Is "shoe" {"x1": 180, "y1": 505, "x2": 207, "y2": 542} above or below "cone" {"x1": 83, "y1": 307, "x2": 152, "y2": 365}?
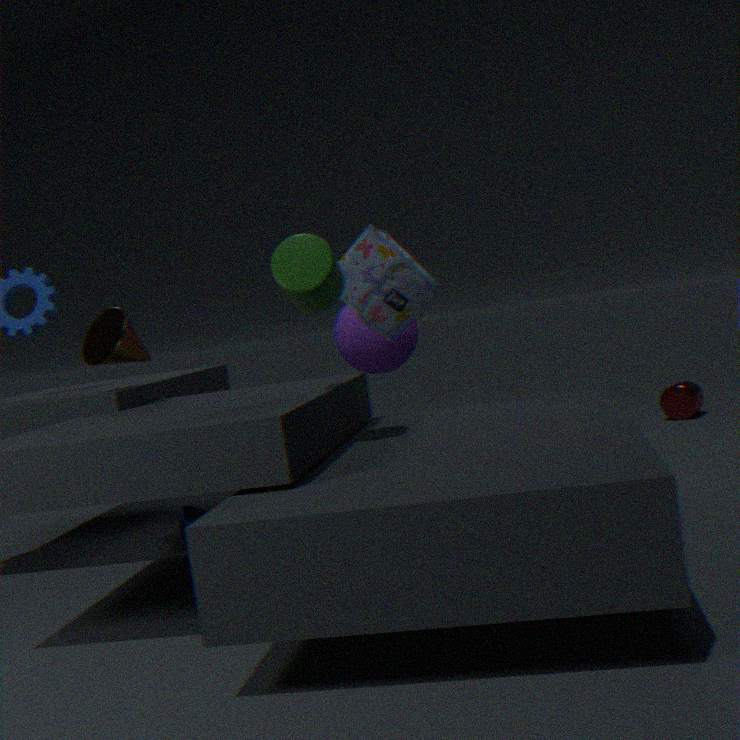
below
